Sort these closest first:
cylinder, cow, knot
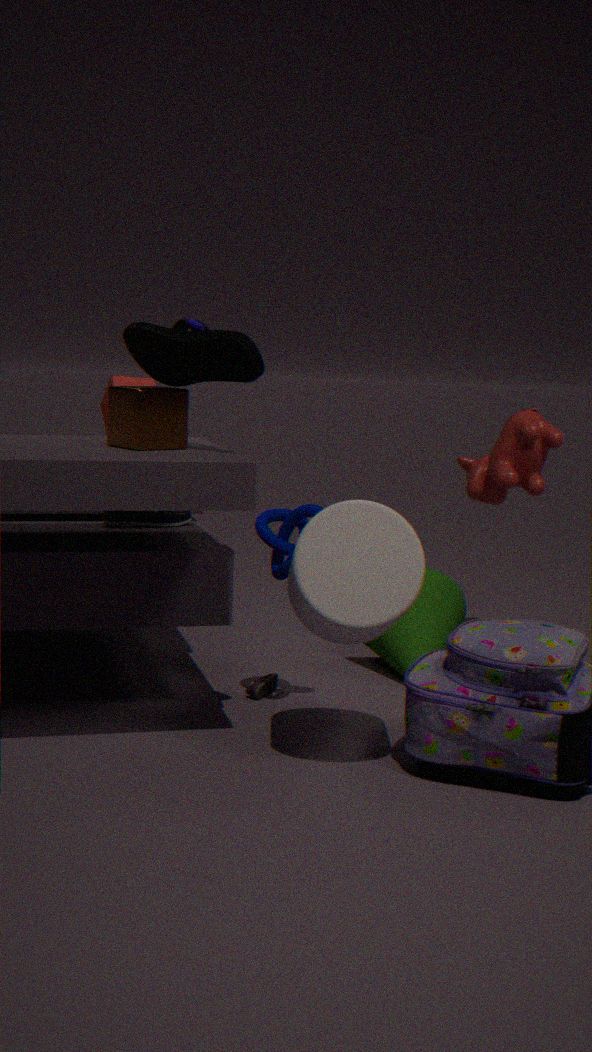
1. cylinder
2. knot
3. cow
